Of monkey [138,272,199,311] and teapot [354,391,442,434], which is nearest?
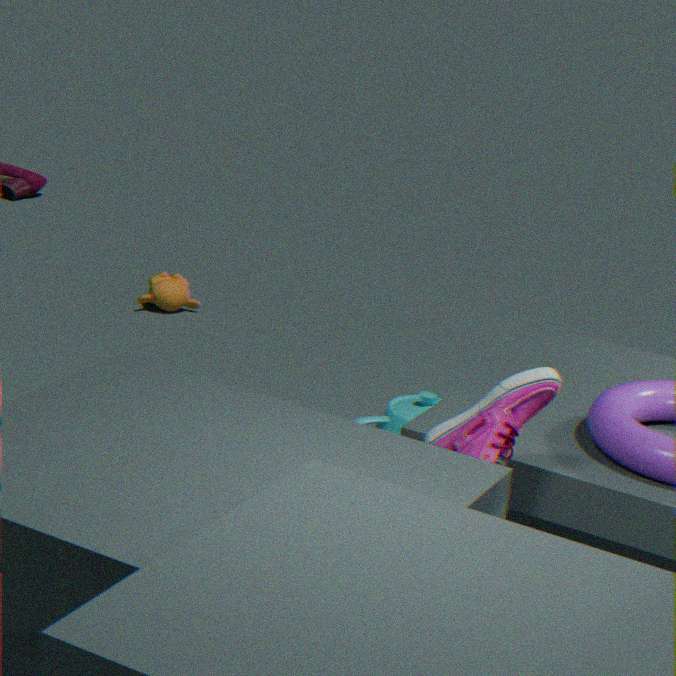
teapot [354,391,442,434]
